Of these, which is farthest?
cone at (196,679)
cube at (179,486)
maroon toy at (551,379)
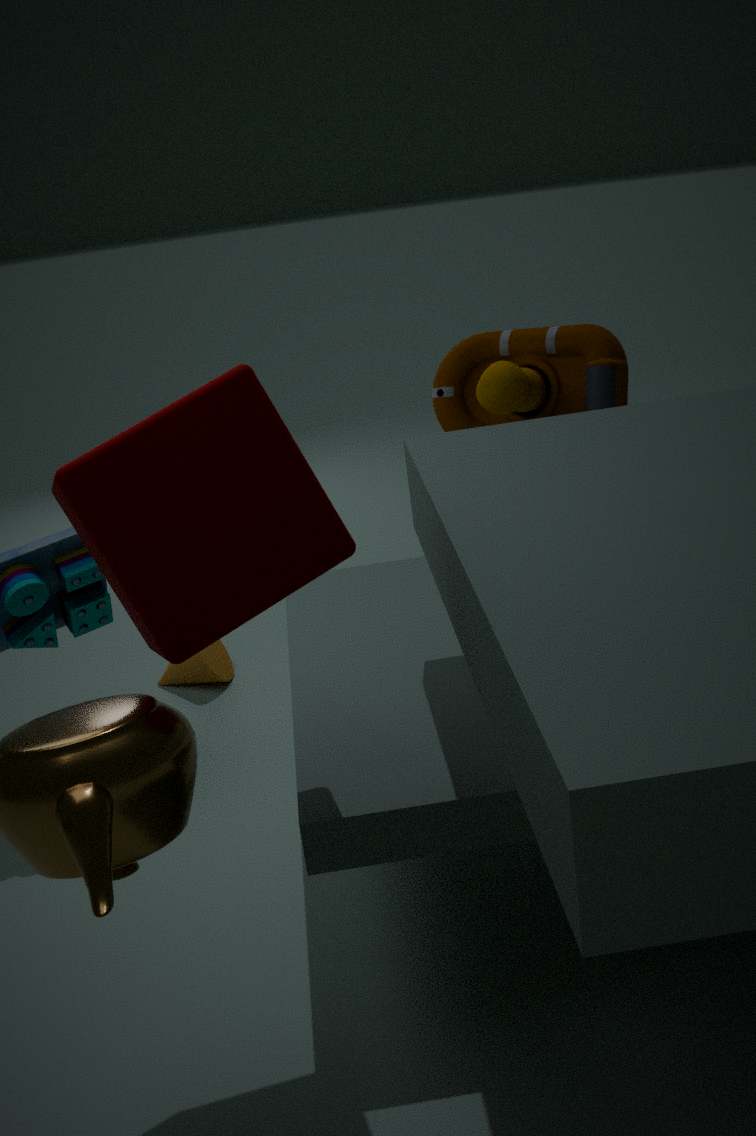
cone at (196,679)
